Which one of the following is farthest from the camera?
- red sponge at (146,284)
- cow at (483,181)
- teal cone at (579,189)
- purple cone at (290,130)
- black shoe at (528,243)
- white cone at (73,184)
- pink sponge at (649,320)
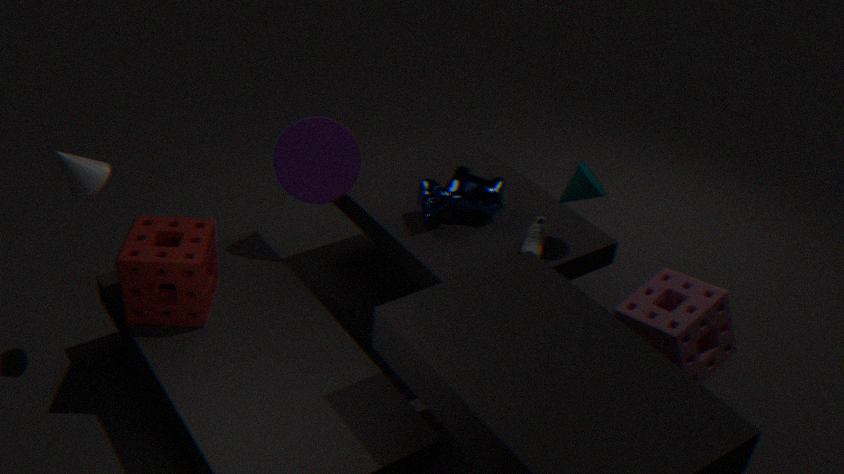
cow at (483,181)
